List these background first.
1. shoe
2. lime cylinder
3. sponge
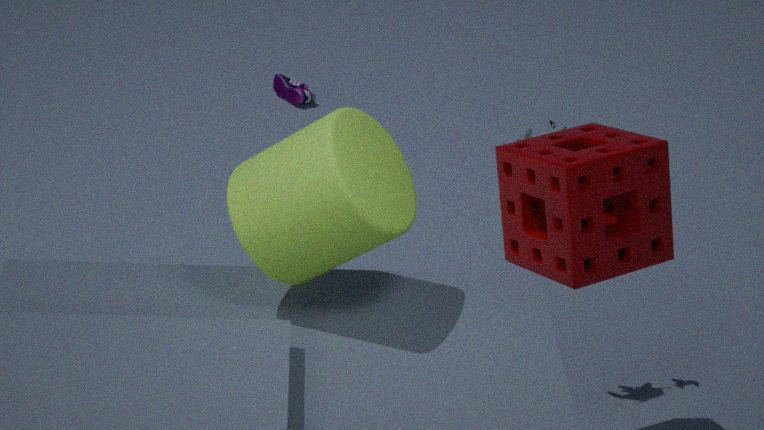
shoe, sponge, lime cylinder
